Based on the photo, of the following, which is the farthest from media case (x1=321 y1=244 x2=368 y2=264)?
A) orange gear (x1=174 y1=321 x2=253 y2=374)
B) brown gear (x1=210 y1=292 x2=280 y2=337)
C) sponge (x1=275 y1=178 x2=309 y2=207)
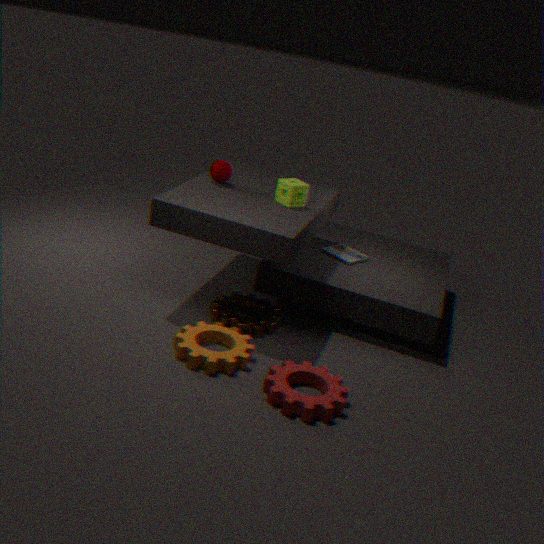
orange gear (x1=174 y1=321 x2=253 y2=374)
